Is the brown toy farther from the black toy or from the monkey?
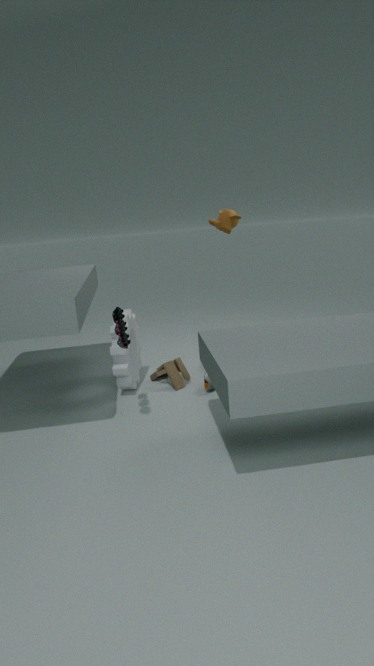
the monkey
